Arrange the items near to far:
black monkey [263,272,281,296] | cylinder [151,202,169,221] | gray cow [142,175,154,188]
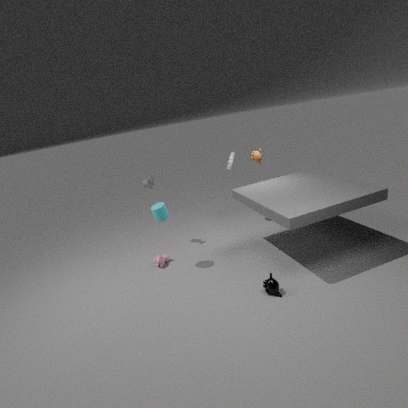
1. black monkey [263,272,281,296]
2. cylinder [151,202,169,221]
3. gray cow [142,175,154,188]
